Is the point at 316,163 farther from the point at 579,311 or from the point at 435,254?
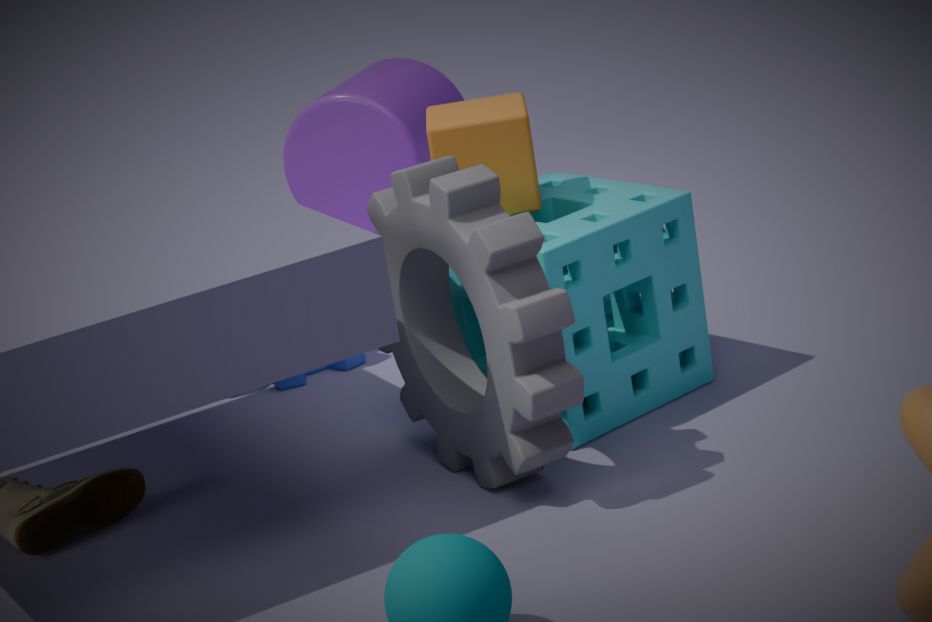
the point at 435,254
